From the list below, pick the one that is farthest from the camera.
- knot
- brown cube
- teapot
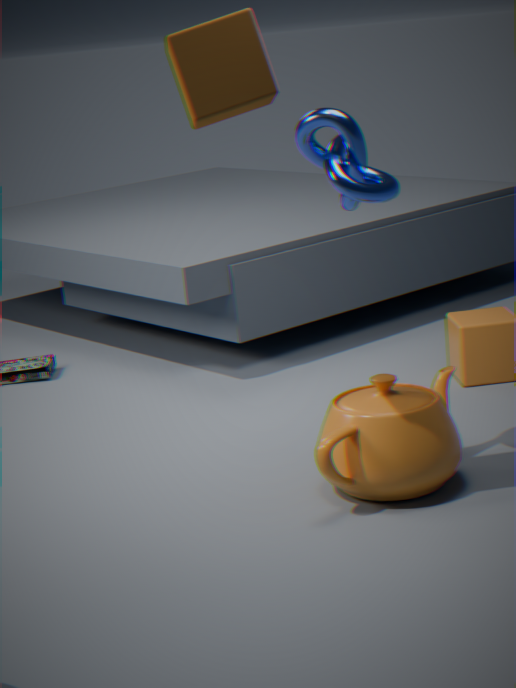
teapot
